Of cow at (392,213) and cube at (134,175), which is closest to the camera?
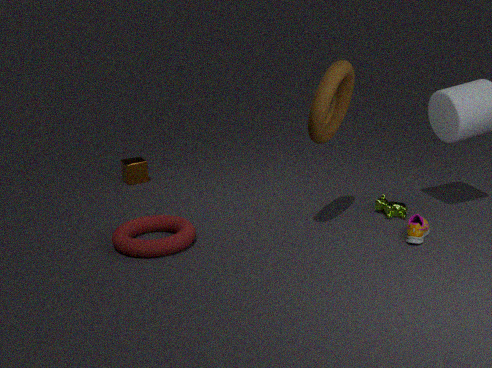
cow at (392,213)
